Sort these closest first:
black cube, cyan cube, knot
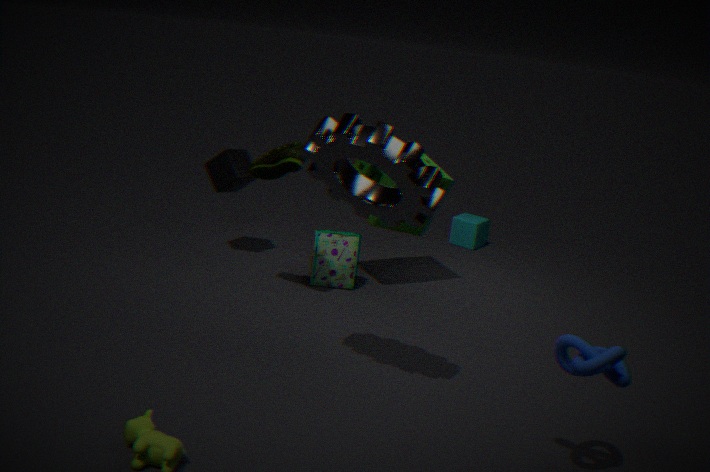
knot
black cube
cyan cube
